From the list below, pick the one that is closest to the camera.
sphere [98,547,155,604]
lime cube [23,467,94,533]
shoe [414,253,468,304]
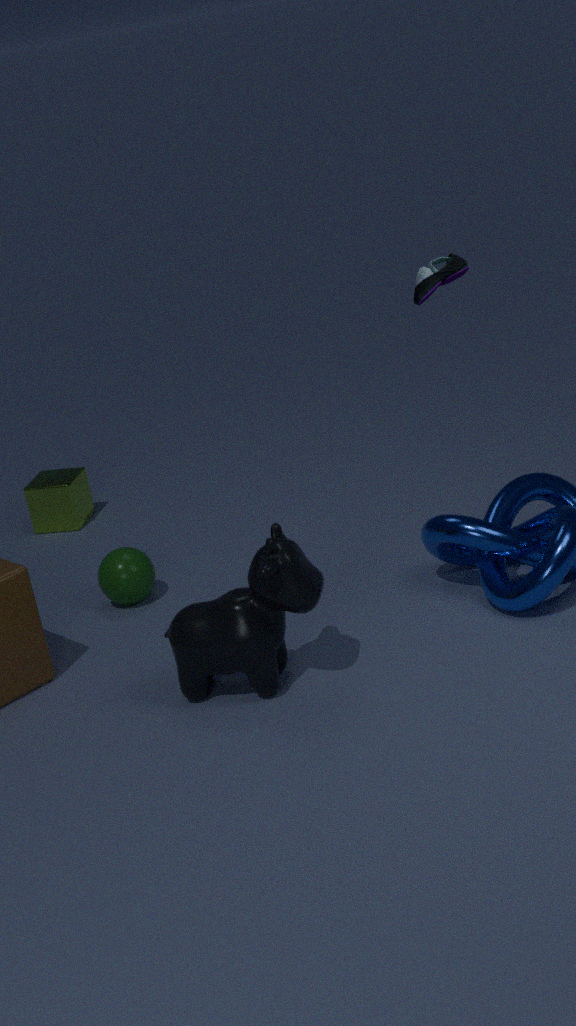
shoe [414,253,468,304]
